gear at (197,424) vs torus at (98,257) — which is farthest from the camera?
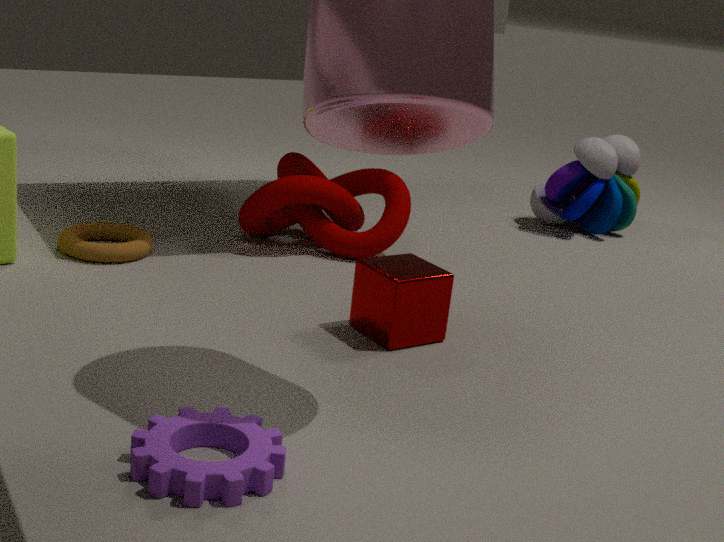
torus at (98,257)
